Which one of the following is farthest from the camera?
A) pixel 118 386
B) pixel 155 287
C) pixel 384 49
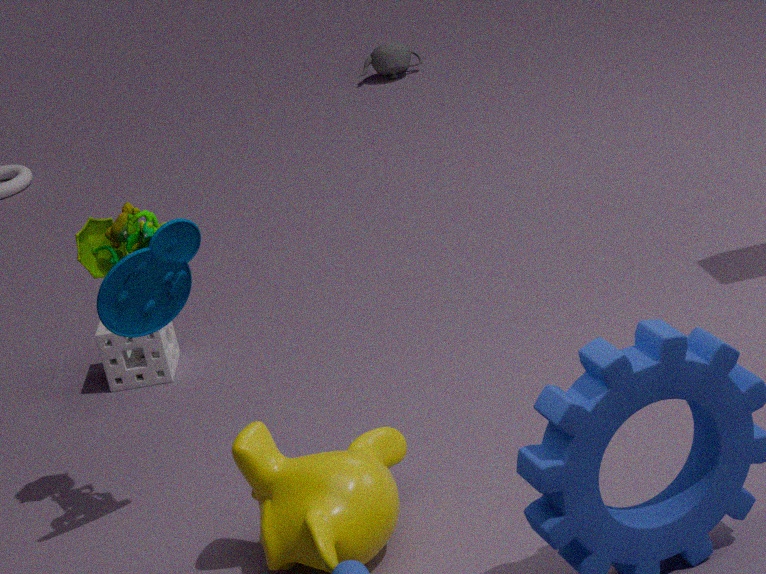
pixel 384 49
